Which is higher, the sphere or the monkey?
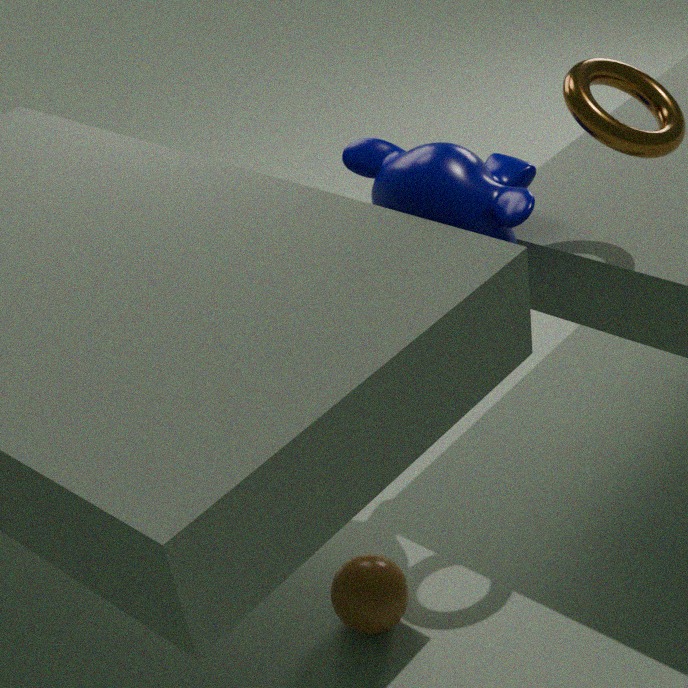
the monkey
